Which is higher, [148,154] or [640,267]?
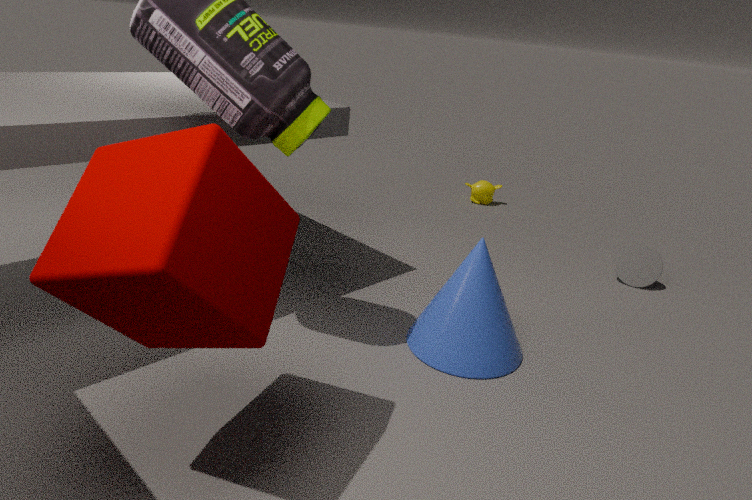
[148,154]
